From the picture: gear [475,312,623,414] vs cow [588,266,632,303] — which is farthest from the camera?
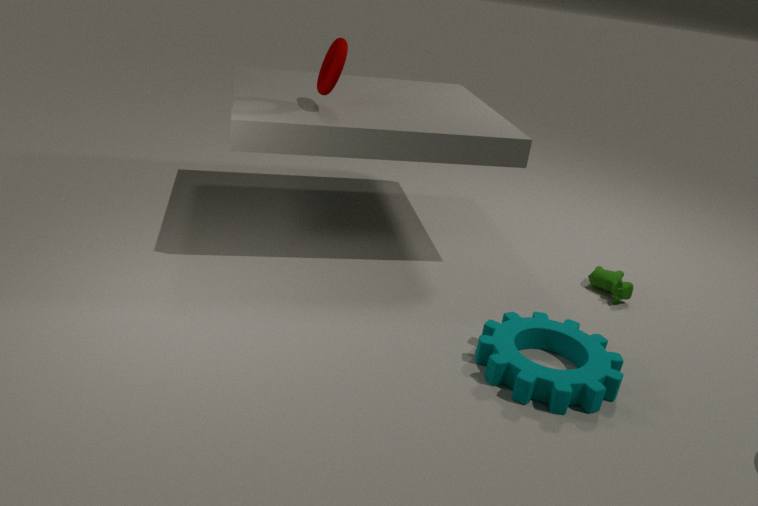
cow [588,266,632,303]
